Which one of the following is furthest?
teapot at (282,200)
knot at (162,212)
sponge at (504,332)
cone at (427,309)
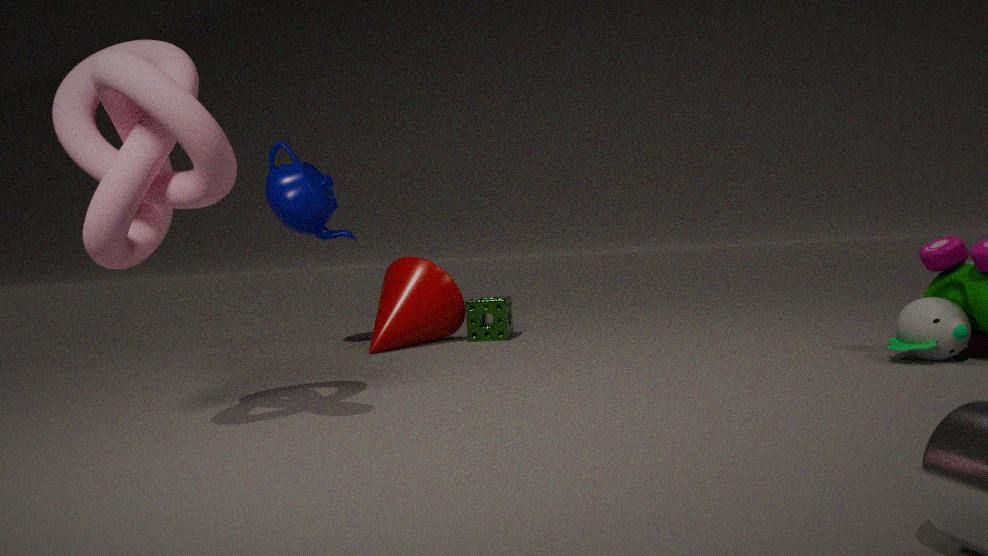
sponge at (504,332)
